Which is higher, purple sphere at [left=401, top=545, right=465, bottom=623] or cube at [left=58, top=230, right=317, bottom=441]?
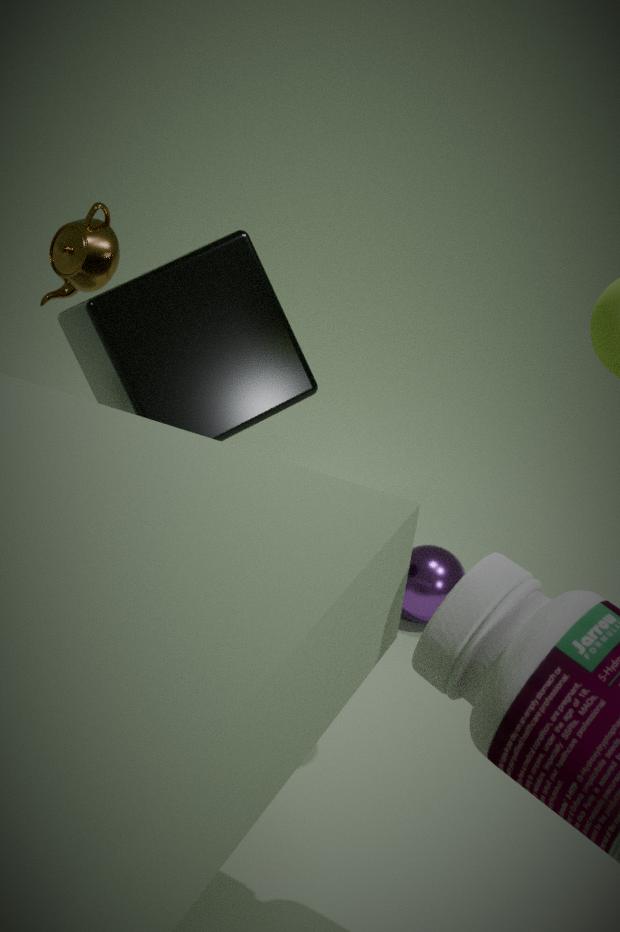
cube at [left=58, top=230, right=317, bottom=441]
